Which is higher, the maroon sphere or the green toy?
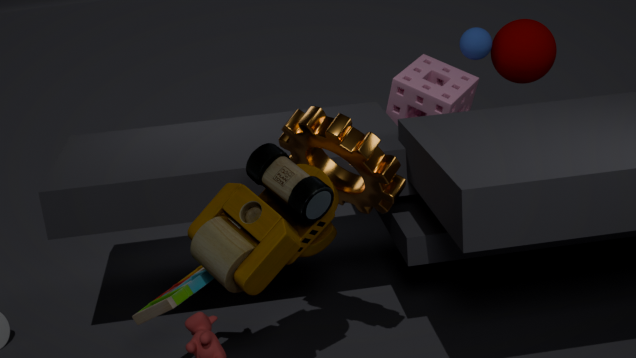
the maroon sphere
